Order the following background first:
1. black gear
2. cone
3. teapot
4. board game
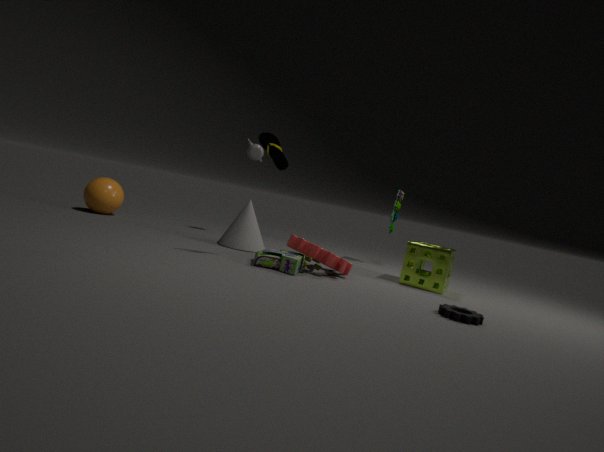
teapot, cone, board game, black gear
